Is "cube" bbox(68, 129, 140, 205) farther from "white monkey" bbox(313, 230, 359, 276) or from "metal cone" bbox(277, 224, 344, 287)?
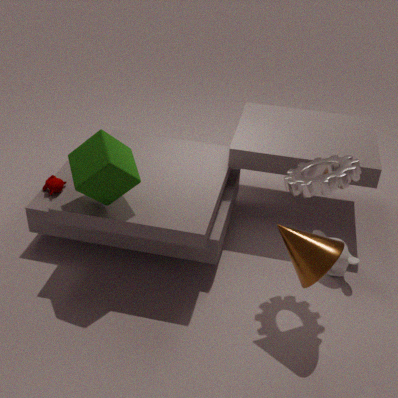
"white monkey" bbox(313, 230, 359, 276)
